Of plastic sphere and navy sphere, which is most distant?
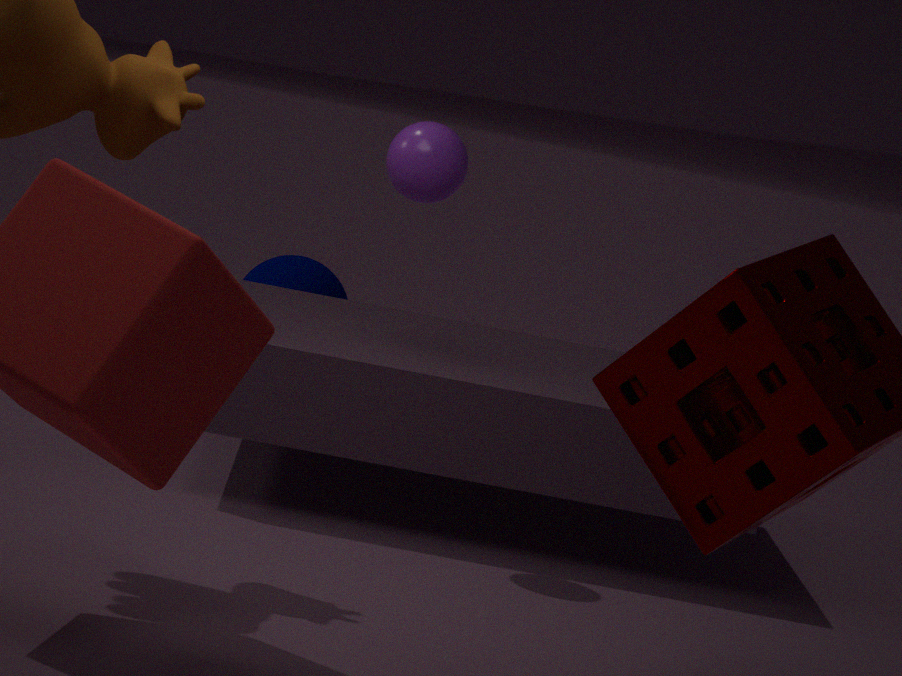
navy sphere
